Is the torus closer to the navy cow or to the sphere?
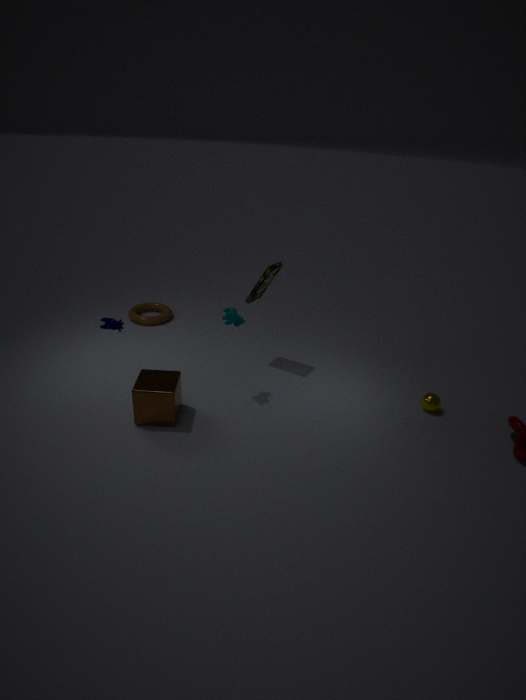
the navy cow
